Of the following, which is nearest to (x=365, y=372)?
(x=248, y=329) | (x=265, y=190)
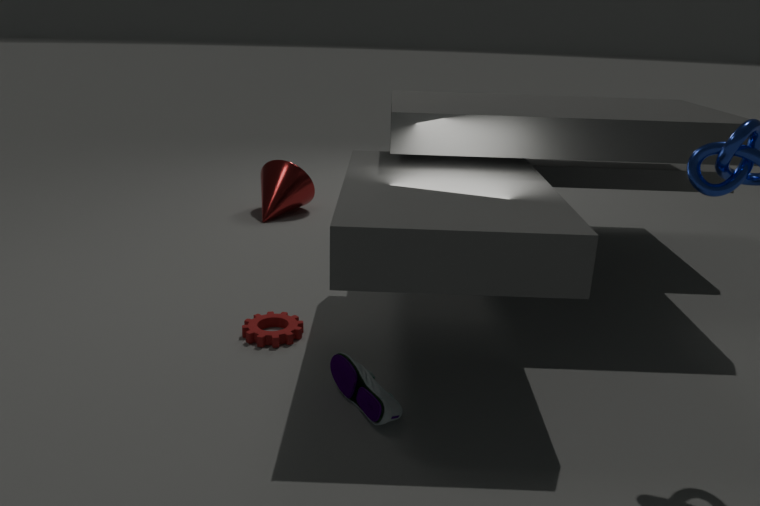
(x=248, y=329)
